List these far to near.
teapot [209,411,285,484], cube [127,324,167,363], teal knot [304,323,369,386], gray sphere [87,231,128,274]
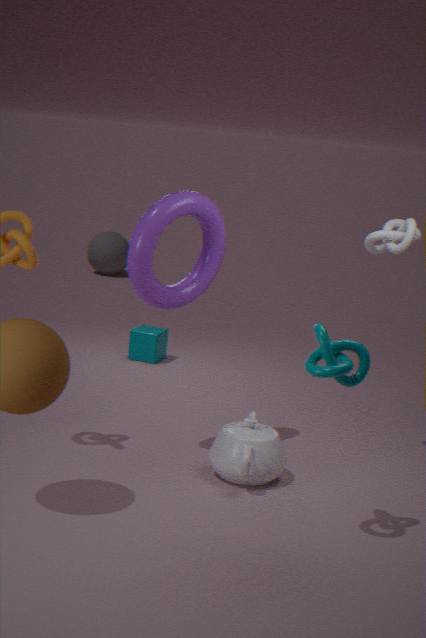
gray sphere [87,231,128,274] < cube [127,324,167,363] < teapot [209,411,285,484] < teal knot [304,323,369,386]
